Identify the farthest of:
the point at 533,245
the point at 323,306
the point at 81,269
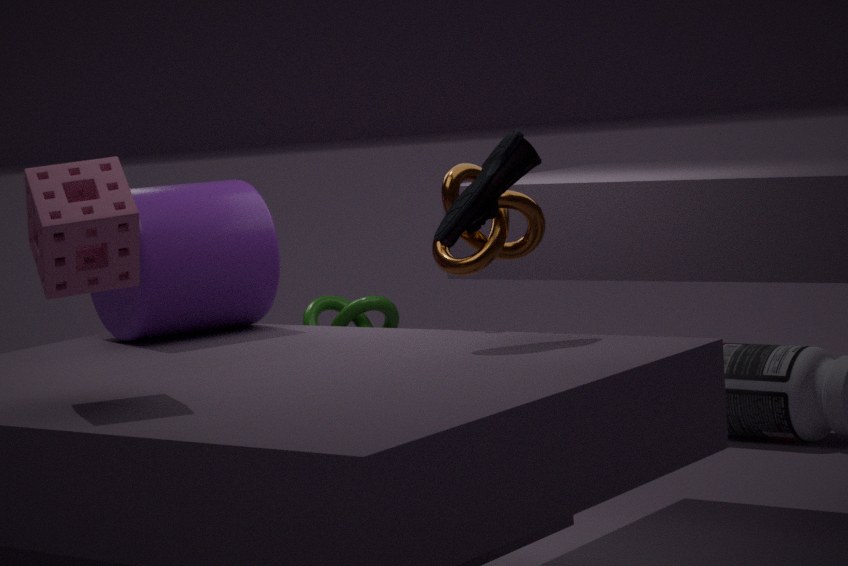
the point at 323,306
